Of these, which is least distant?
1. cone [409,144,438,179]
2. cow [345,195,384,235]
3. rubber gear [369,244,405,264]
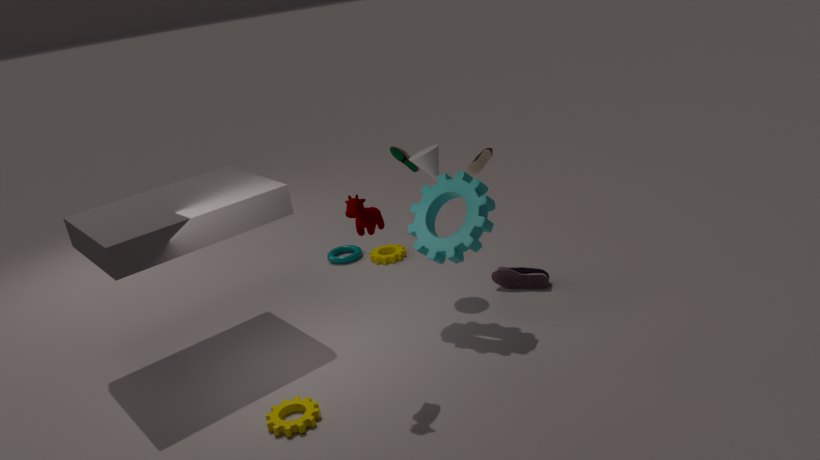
cow [345,195,384,235]
